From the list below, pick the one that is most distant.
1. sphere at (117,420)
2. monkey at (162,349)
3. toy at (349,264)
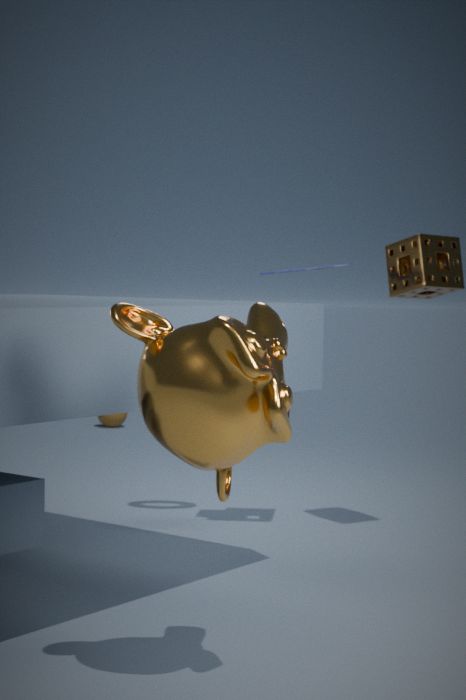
sphere at (117,420)
